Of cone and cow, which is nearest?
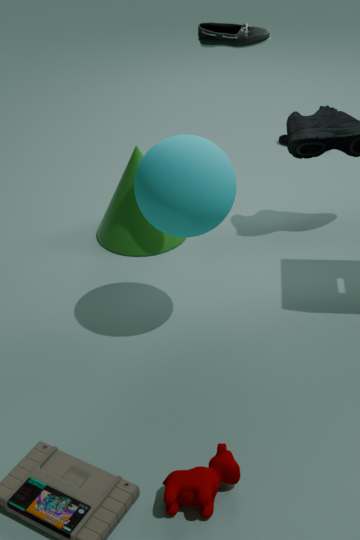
cow
